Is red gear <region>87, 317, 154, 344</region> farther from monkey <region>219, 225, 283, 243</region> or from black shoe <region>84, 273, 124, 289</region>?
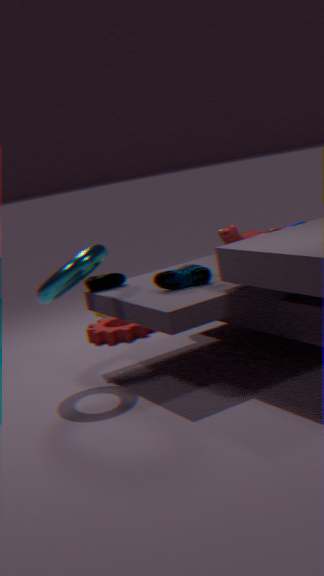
monkey <region>219, 225, 283, 243</region>
